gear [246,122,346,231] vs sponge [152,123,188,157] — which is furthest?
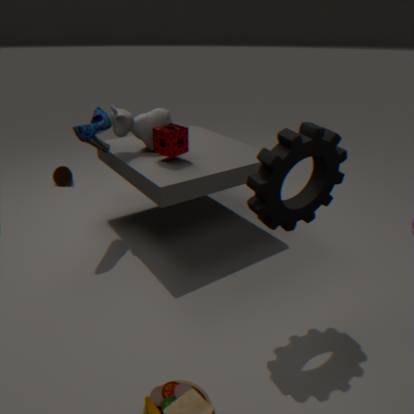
sponge [152,123,188,157]
